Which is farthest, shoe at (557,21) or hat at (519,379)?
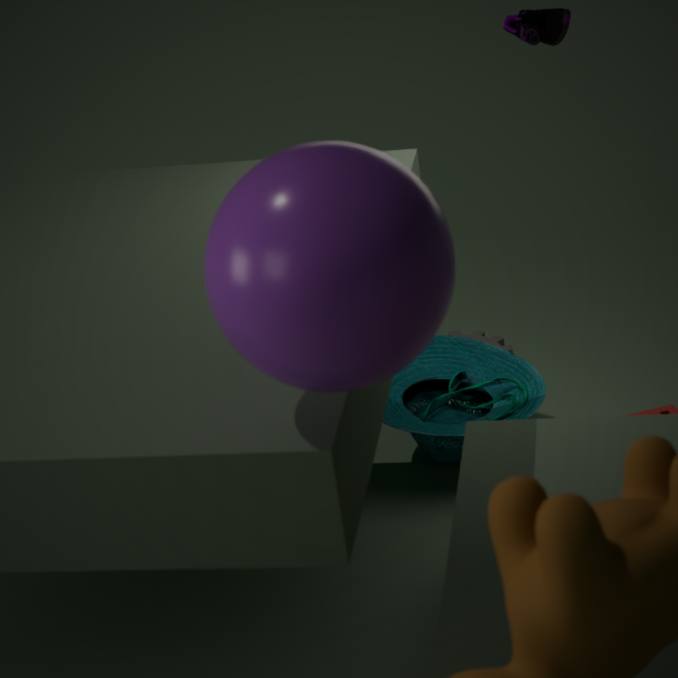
hat at (519,379)
